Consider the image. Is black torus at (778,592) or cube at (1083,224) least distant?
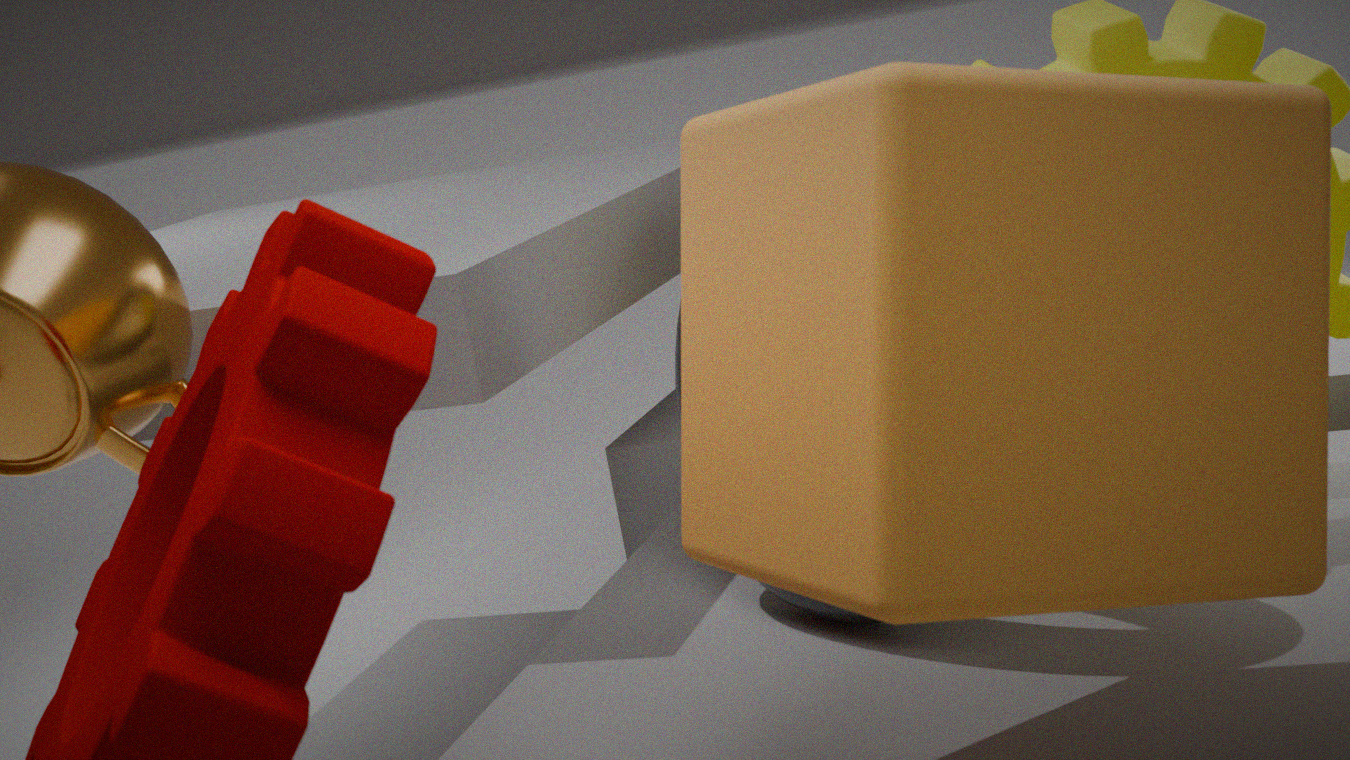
cube at (1083,224)
